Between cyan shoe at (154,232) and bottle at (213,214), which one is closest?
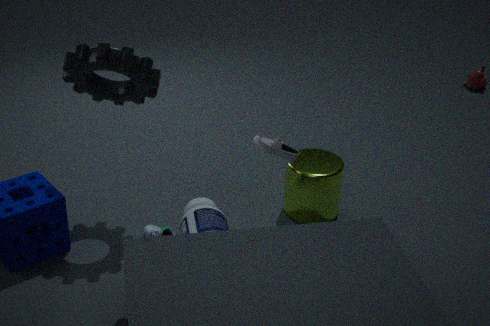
bottle at (213,214)
